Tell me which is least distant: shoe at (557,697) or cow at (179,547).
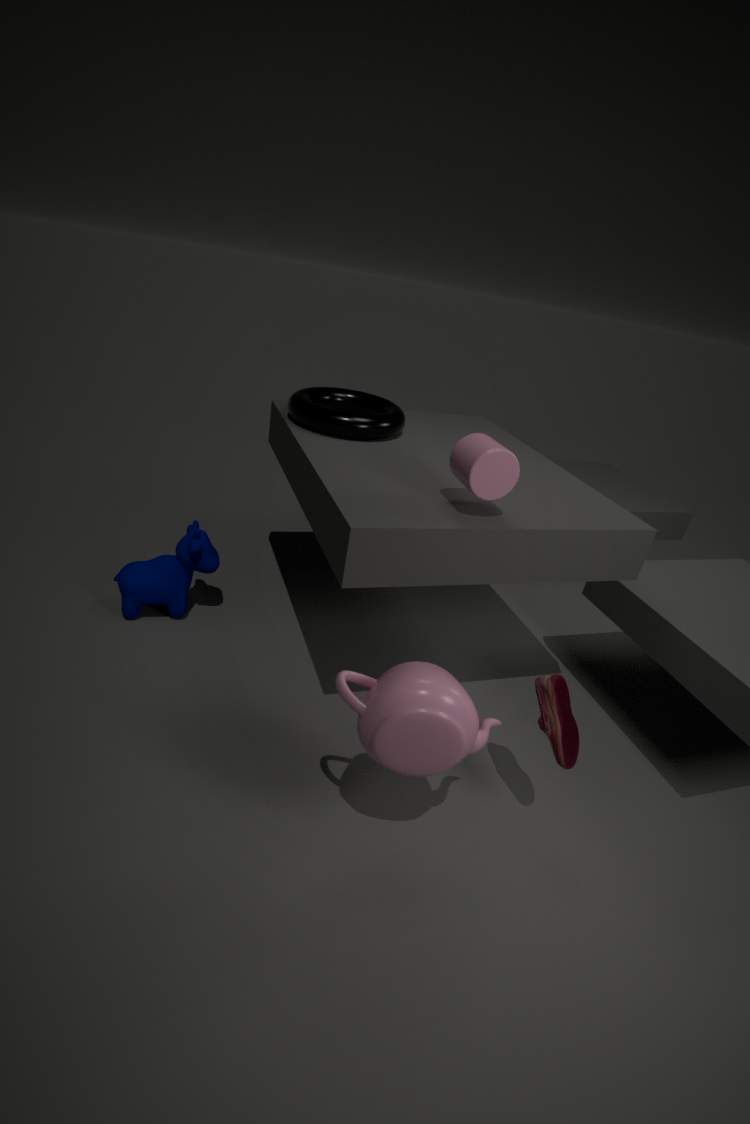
shoe at (557,697)
